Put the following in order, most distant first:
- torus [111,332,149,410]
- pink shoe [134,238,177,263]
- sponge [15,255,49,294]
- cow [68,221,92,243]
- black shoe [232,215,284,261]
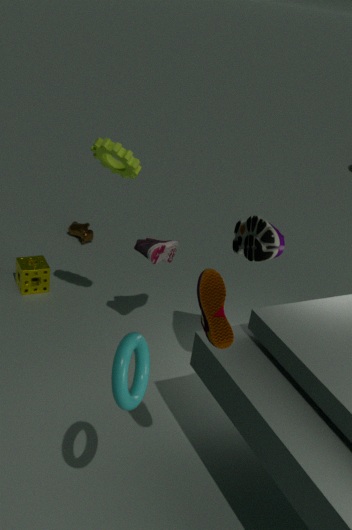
cow [68,221,92,243]
sponge [15,255,49,294]
pink shoe [134,238,177,263]
black shoe [232,215,284,261]
torus [111,332,149,410]
